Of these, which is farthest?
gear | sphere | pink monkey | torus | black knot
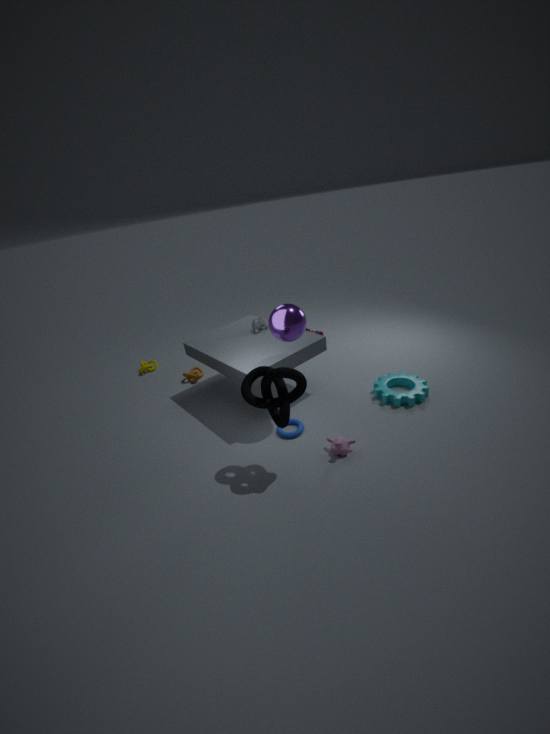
gear
